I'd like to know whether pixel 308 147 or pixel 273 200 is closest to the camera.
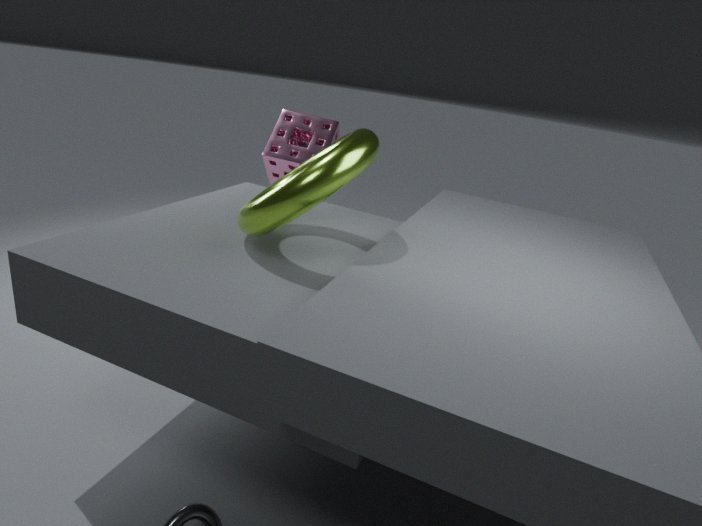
pixel 273 200
